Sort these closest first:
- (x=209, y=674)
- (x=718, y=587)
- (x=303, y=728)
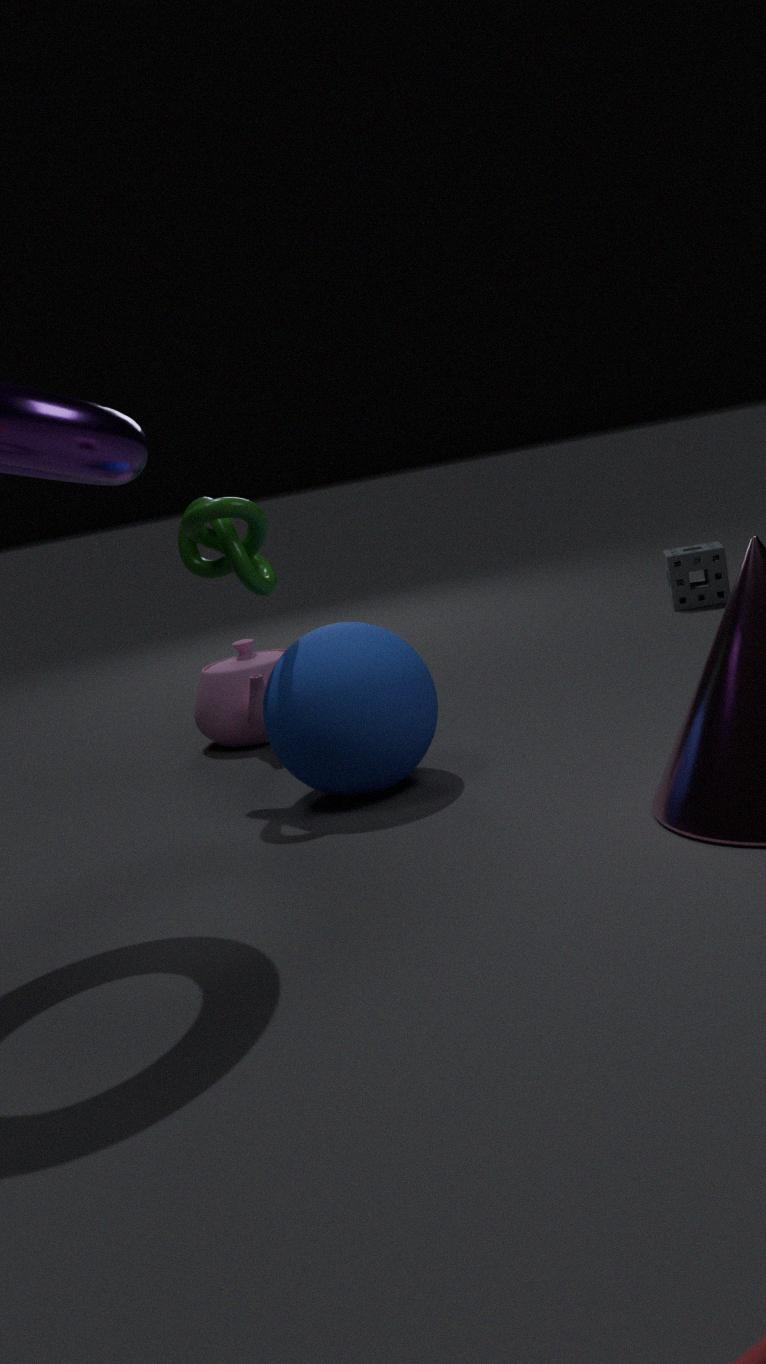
(x=303, y=728) < (x=209, y=674) < (x=718, y=587)
